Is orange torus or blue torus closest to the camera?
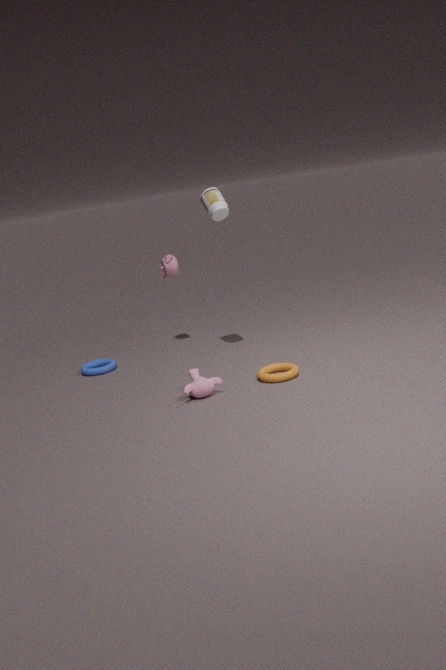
orange torus
